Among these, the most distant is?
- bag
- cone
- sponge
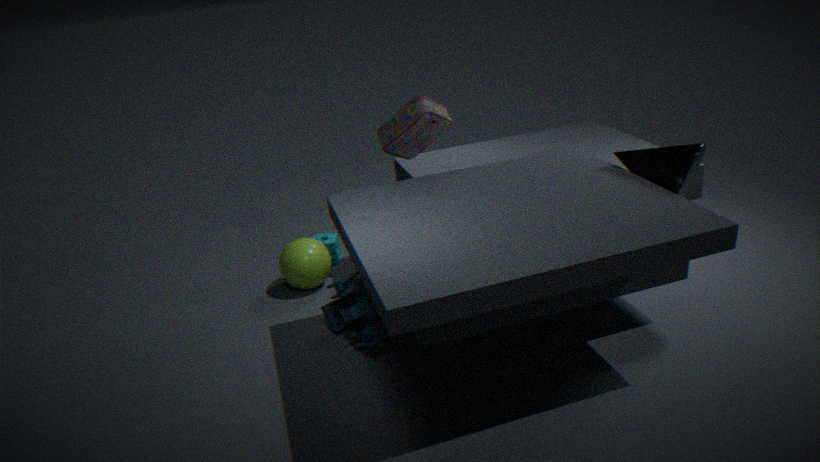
sponge
